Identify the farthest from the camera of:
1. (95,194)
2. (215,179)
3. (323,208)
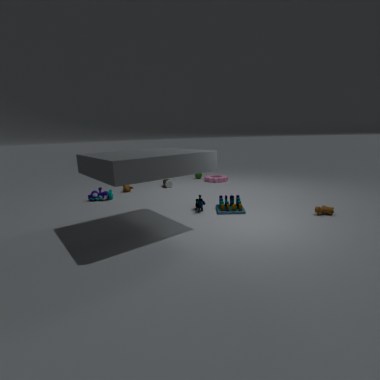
(215,179)
